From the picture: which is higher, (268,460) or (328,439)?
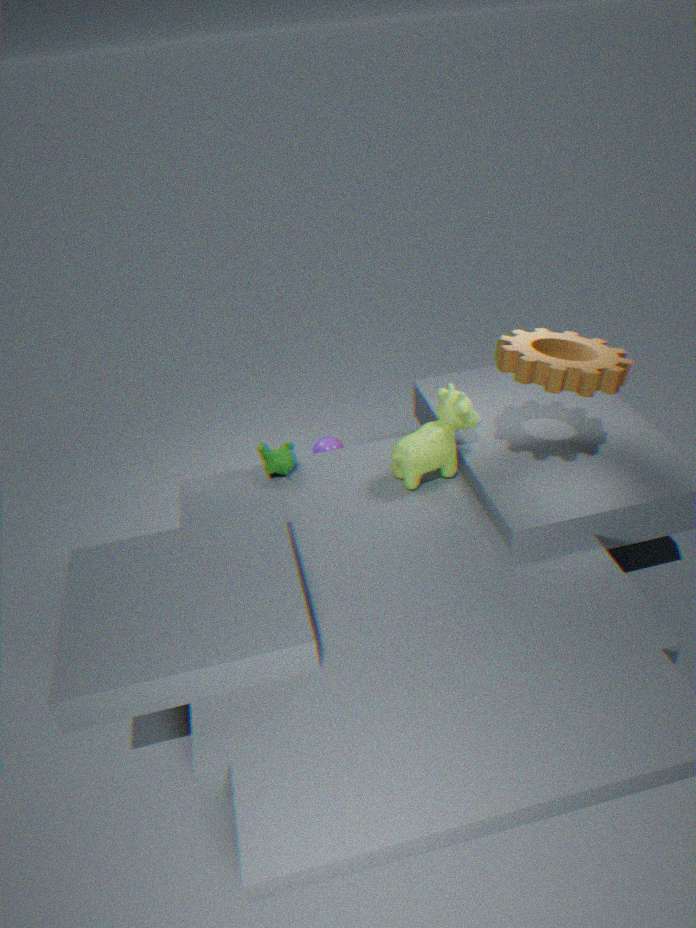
(268,460)
